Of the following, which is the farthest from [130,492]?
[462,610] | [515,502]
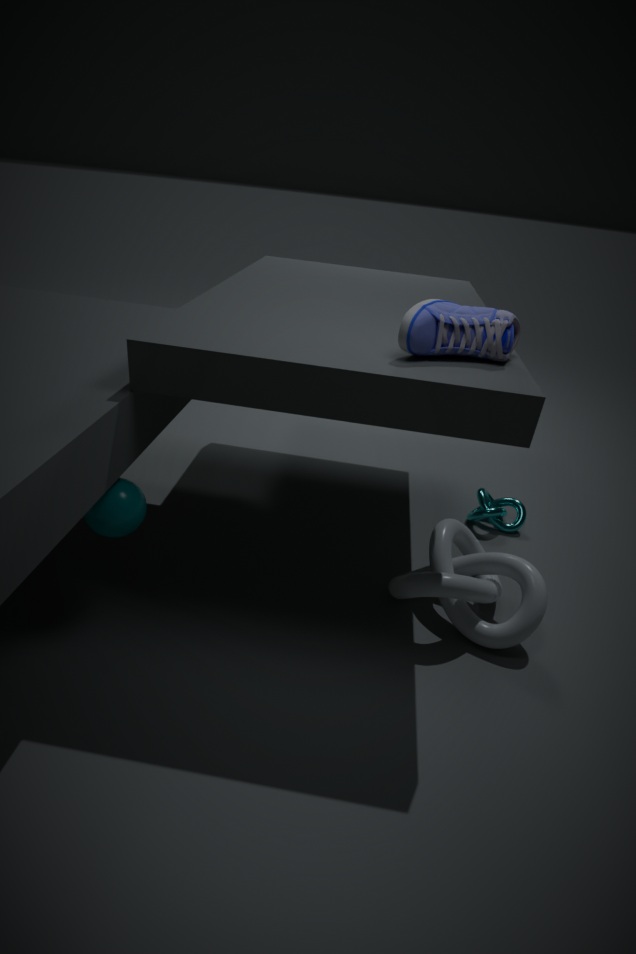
[515,502]
